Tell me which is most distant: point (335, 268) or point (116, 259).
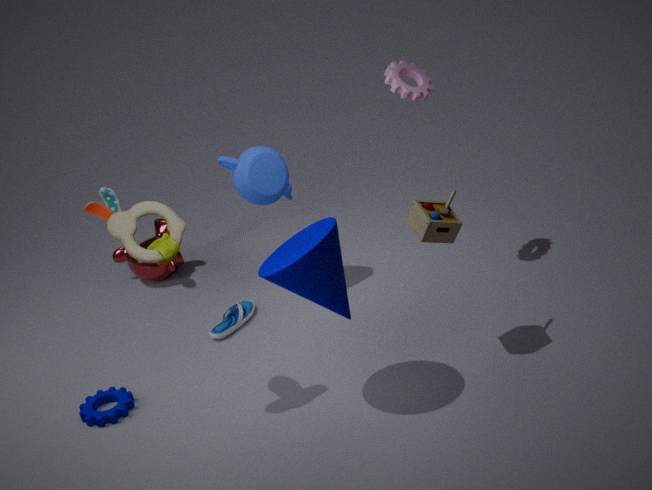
point (116, 259)
